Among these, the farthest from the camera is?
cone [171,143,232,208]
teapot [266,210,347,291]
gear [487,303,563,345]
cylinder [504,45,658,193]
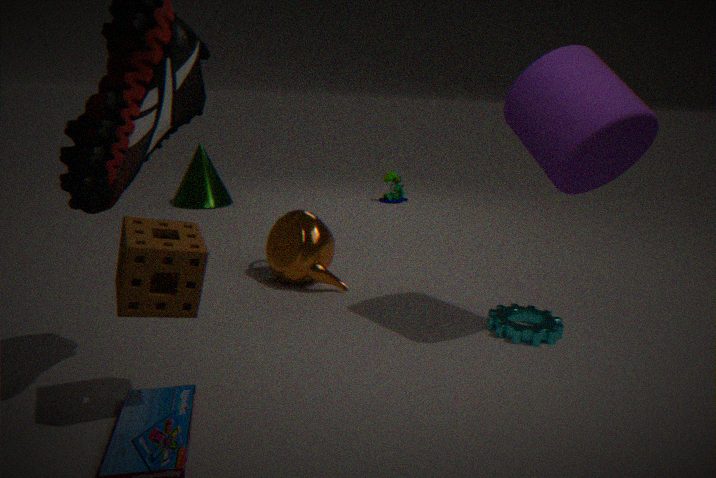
cone [171,143,232,208]
